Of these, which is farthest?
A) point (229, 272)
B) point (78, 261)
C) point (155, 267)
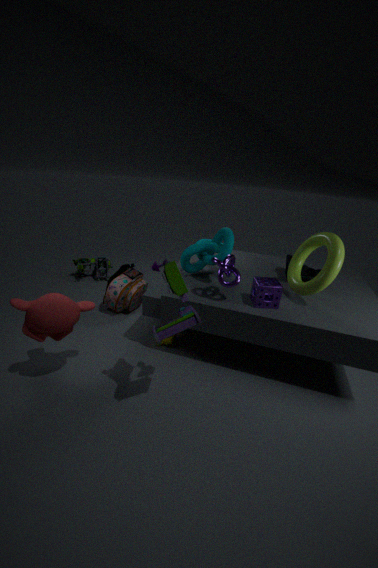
point (78, 261)
